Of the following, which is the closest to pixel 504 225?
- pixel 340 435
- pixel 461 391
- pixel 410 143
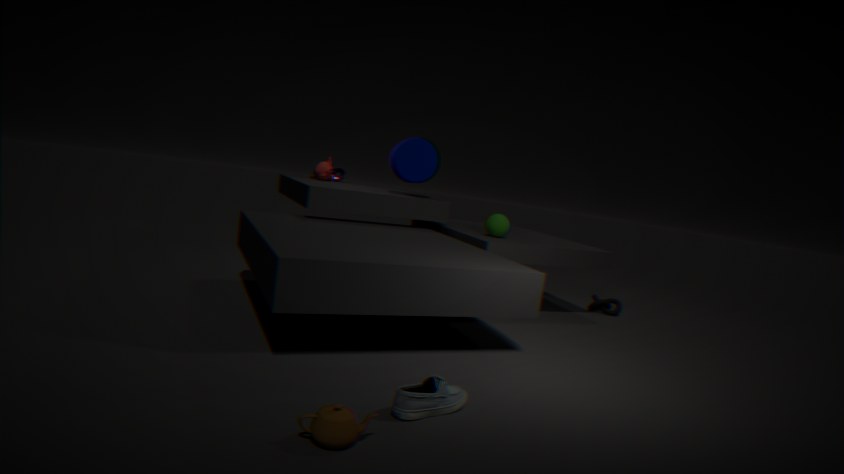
pixel 410 143
